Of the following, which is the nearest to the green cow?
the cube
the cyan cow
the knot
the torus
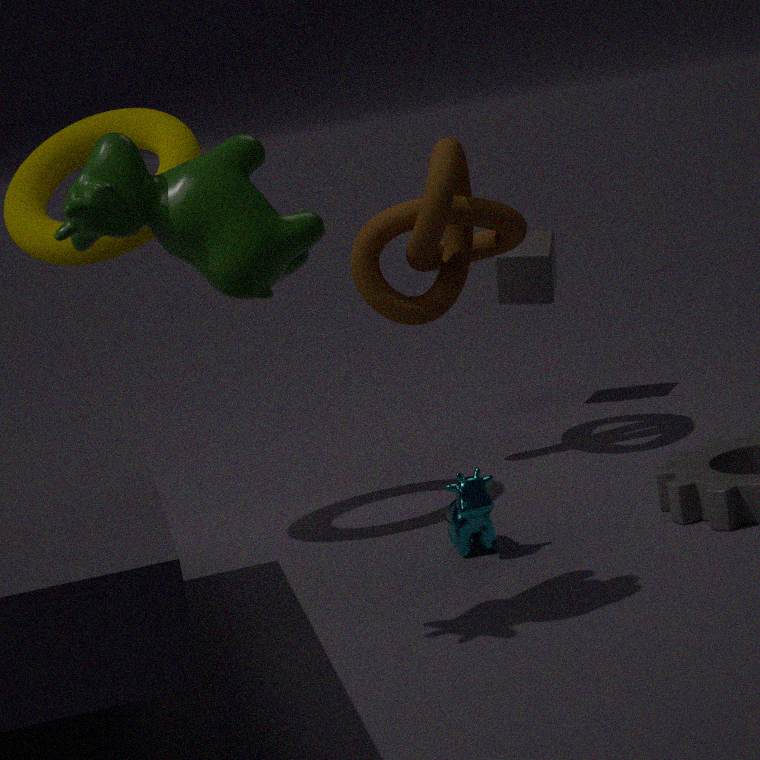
the torus
